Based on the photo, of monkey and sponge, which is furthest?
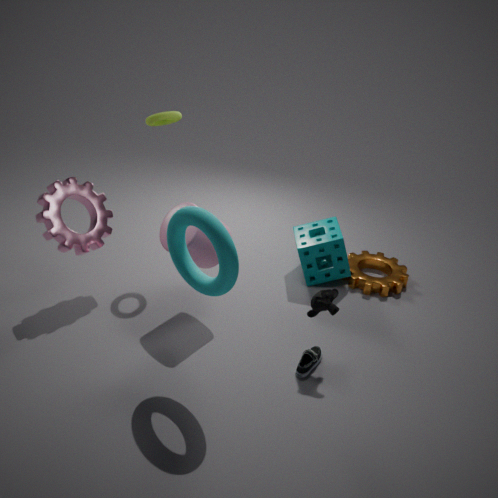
sponge
